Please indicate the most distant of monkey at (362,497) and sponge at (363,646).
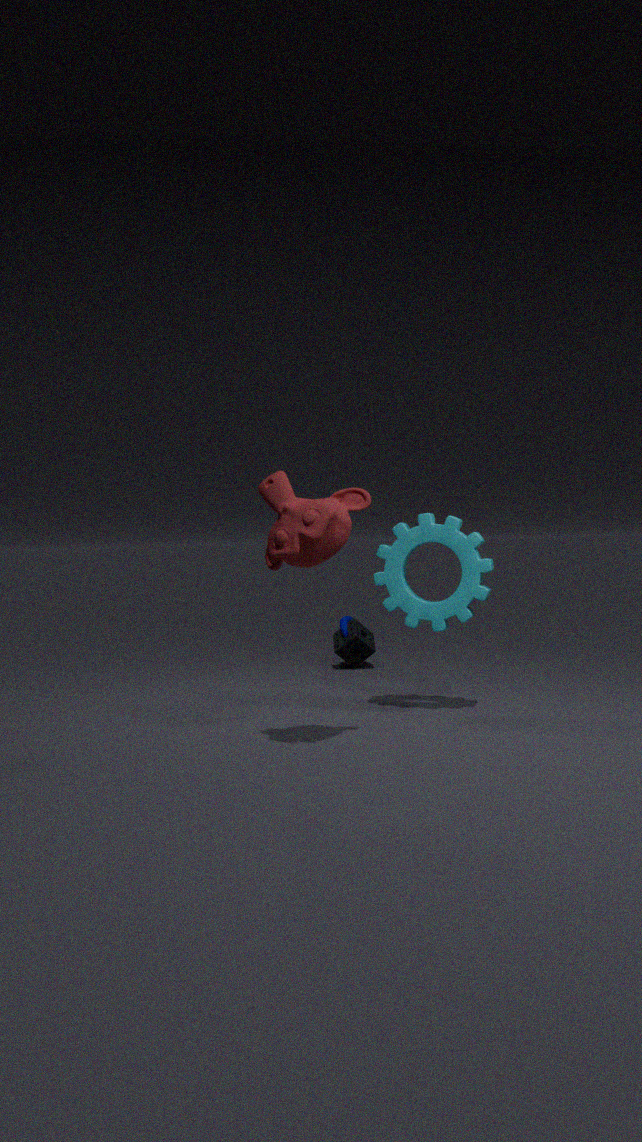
sponge at (363,646)
